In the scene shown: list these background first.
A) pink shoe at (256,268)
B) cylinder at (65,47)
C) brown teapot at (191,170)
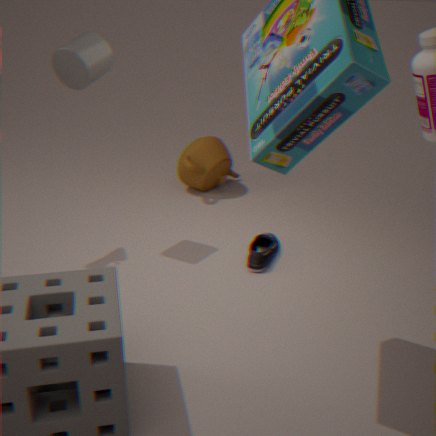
brown teapot at (191,170) < pink shoe at (256,268) < cylinder at (65,47)
